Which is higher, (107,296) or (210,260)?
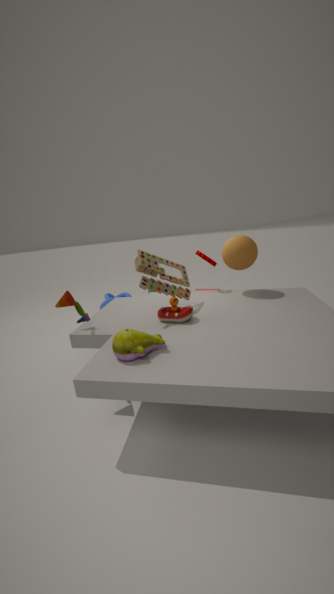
(210,260)
